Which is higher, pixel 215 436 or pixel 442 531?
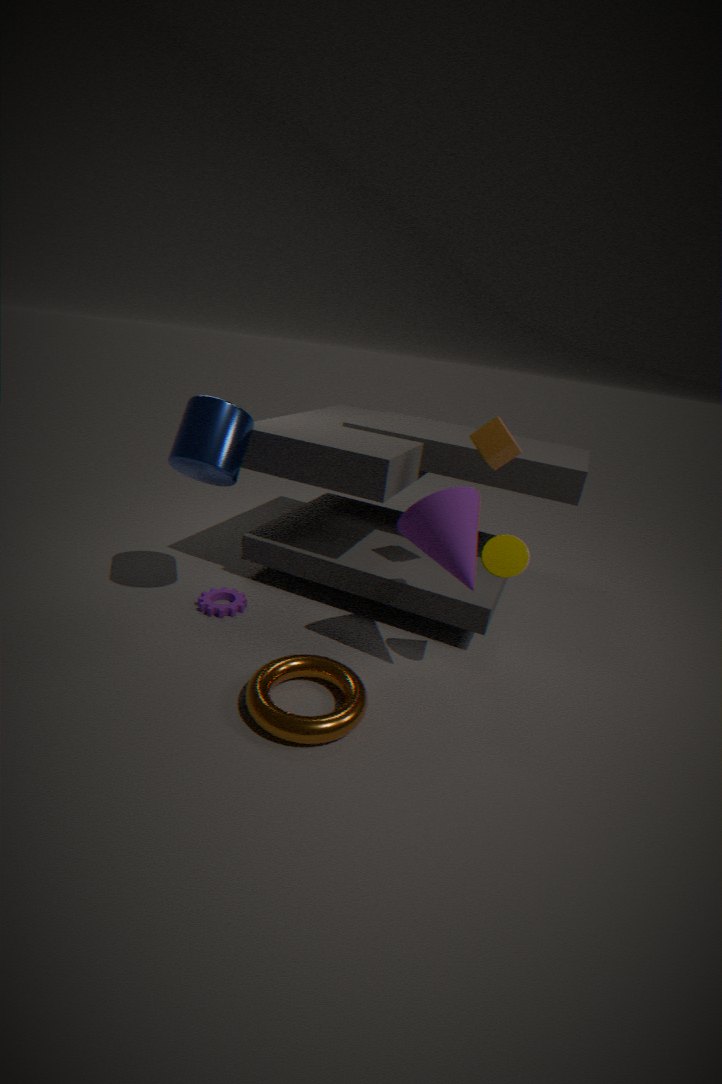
pixel 215 436
